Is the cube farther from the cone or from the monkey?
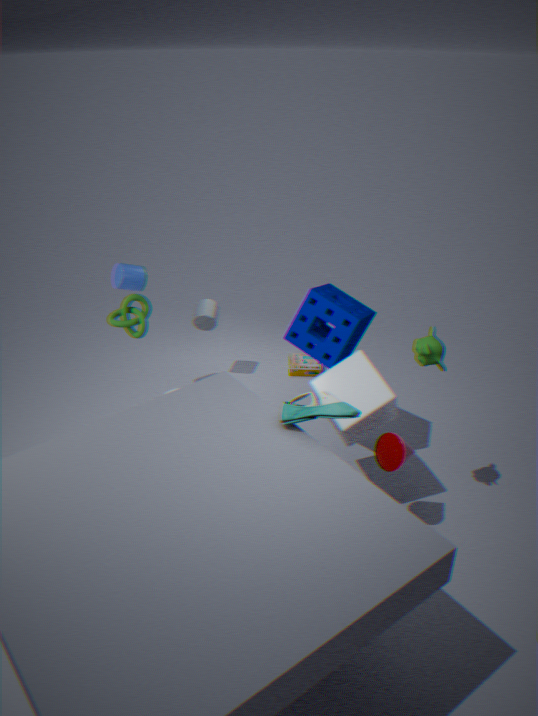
the monkey
